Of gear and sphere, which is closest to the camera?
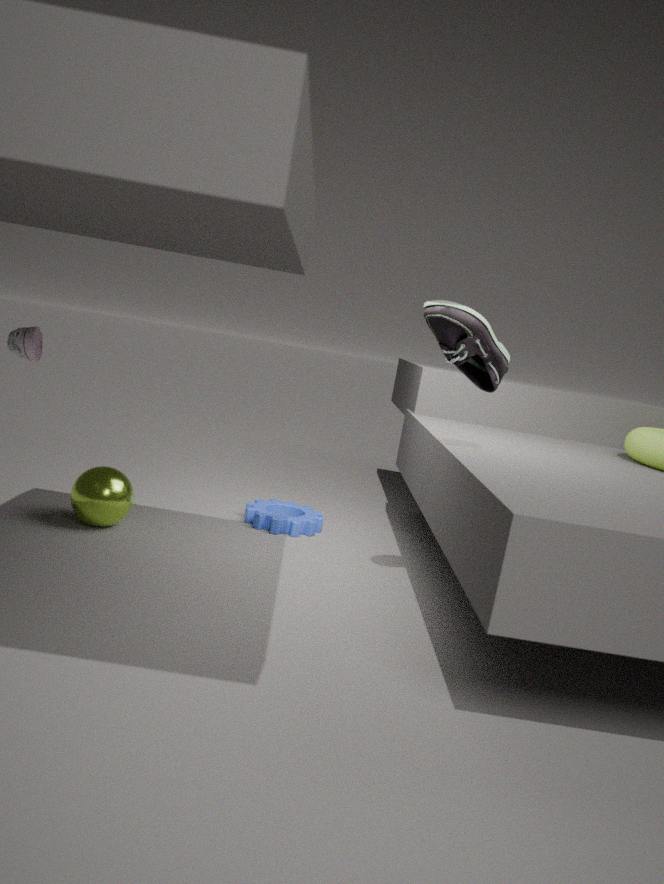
sphere
